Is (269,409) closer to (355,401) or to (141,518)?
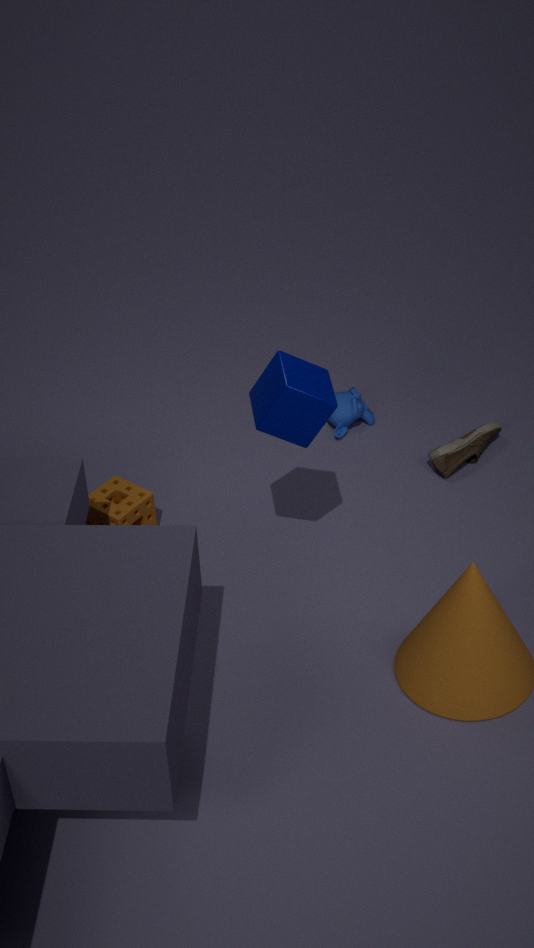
(141,518)
